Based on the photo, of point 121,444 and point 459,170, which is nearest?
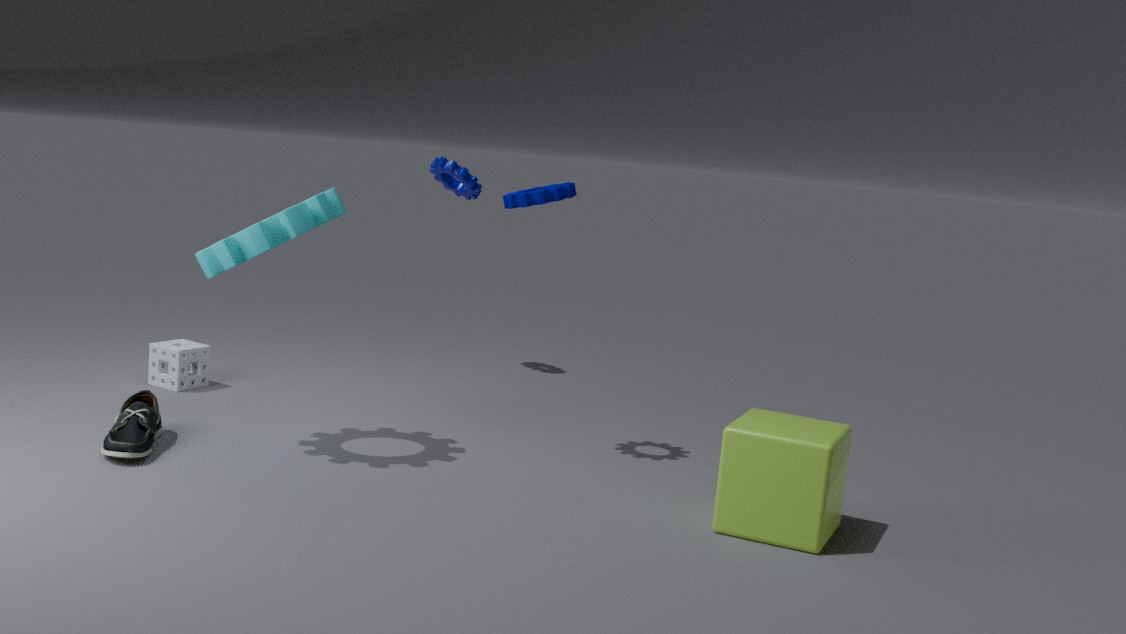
point 121,444
